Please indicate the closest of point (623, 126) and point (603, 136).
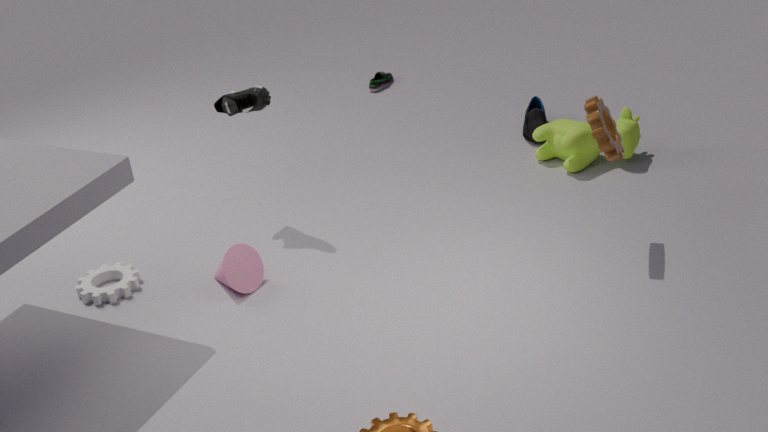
point (603, 136)
